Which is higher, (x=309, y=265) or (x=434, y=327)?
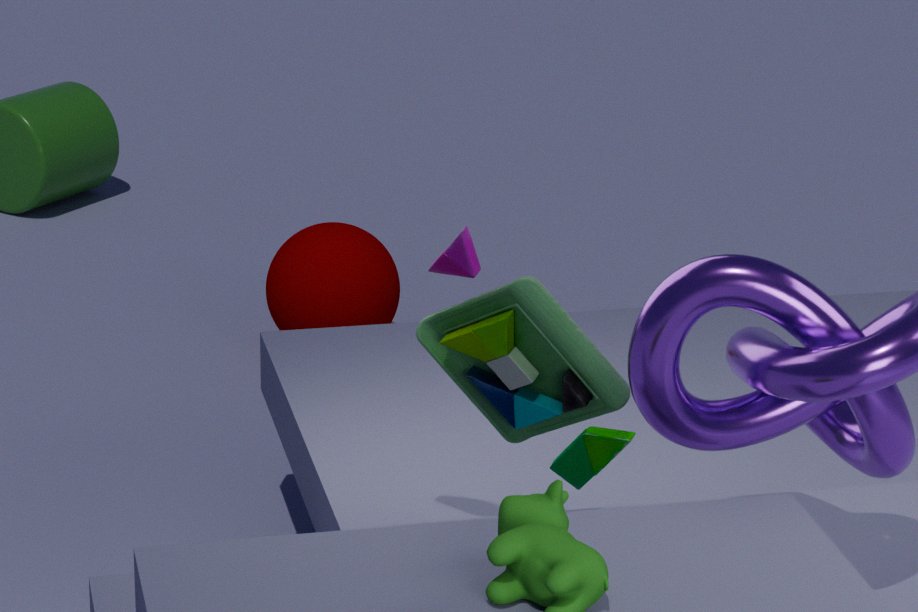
(x=434, y=327)
